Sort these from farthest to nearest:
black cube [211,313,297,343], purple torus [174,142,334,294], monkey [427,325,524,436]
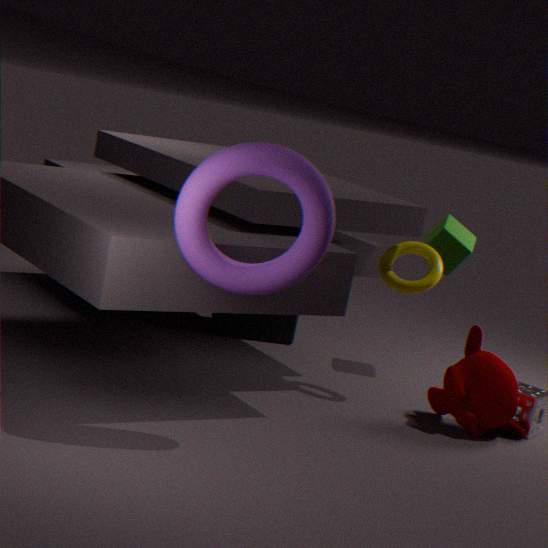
black cube [211,313,297,343]
monkey [427,325,524,436]
purple torus [174,142,334,294]
